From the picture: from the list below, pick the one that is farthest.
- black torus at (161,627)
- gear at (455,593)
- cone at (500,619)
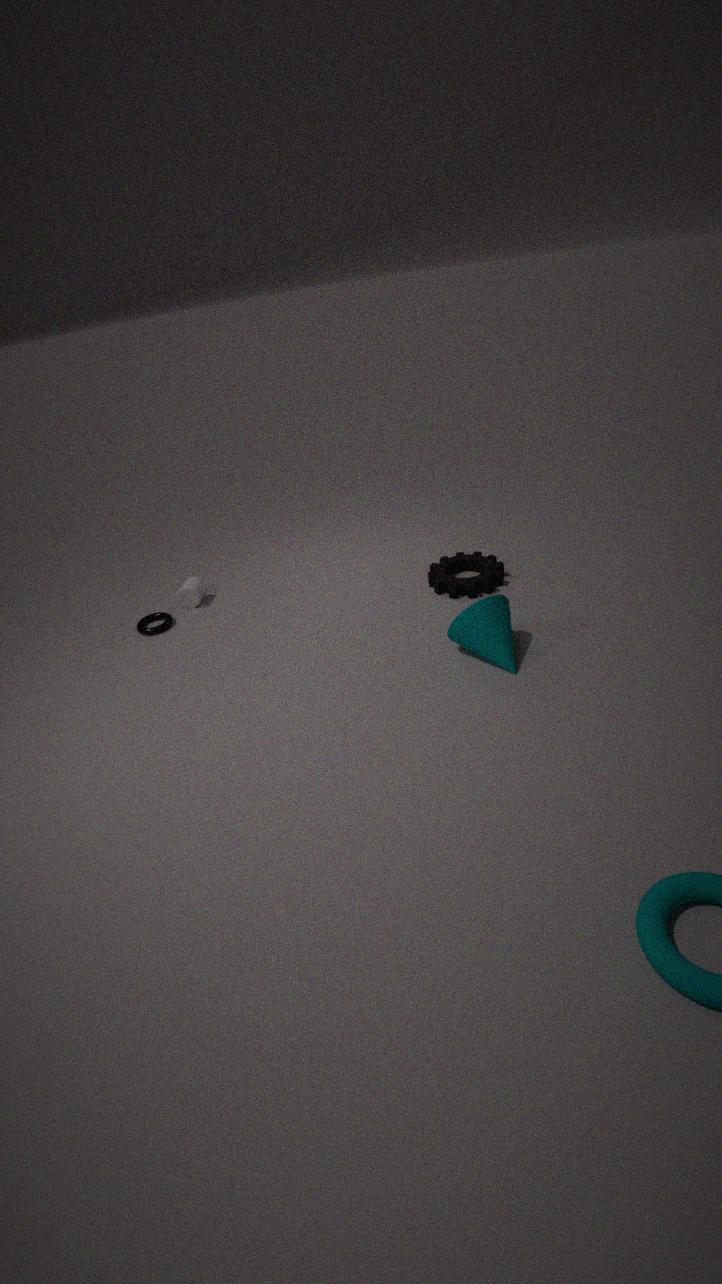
black torus at (161,627)
